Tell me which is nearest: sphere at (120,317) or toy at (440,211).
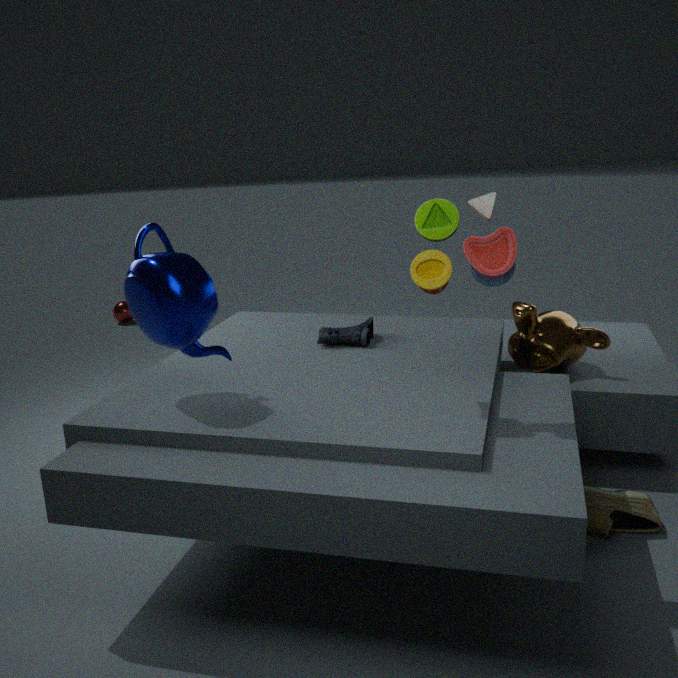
toy at (440,211)
